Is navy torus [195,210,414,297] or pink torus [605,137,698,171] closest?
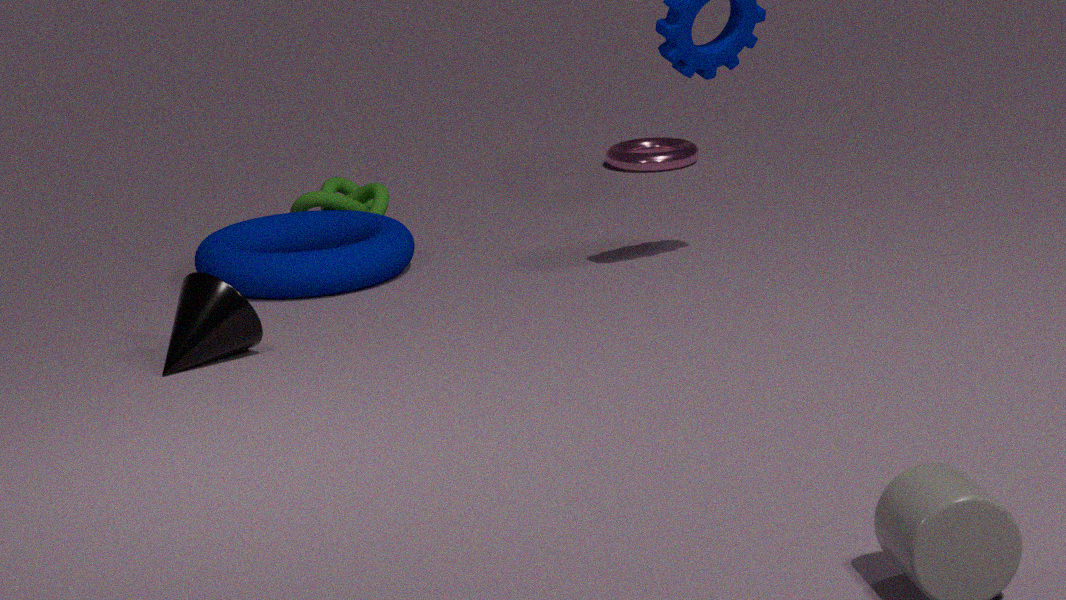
navy torus [195,210,414,297]
